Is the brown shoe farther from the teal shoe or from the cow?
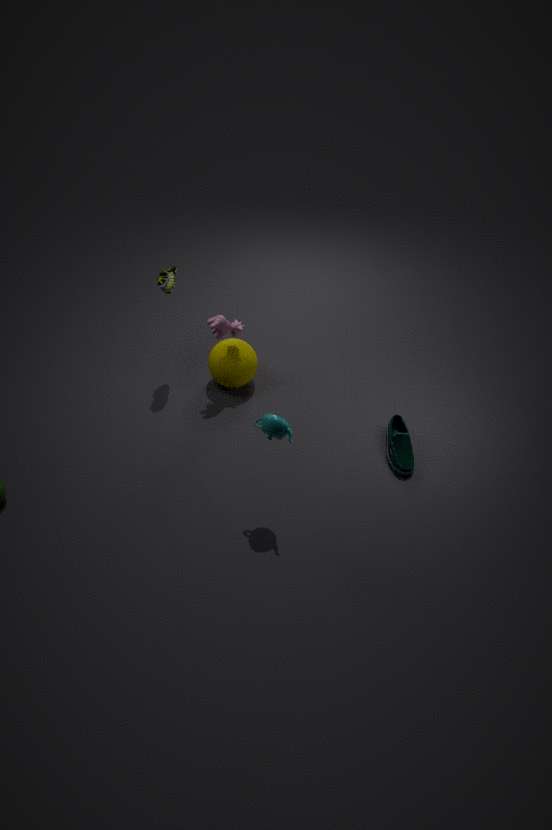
the teal shoe
